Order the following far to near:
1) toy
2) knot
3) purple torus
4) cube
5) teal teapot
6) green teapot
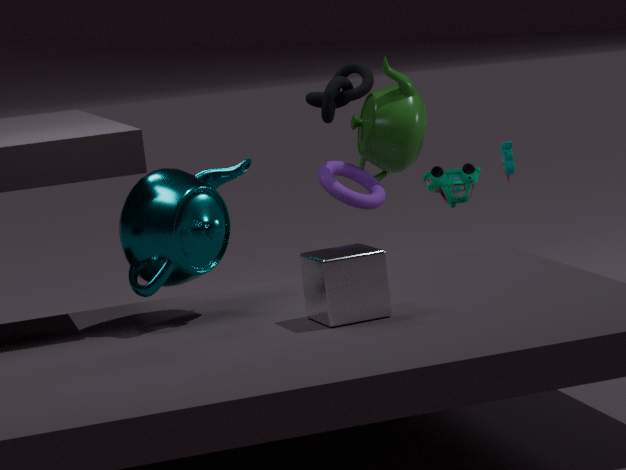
6. green teapot, 3. purple torus, 2. knot, 1. toy, 5. teal teapot, 4. cube
